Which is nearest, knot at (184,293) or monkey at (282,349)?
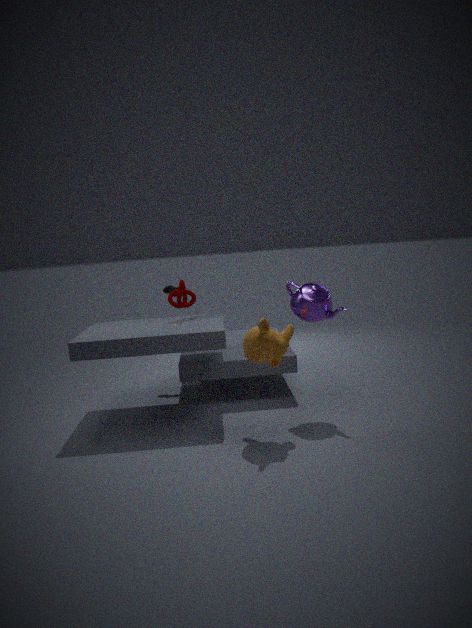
monkey at (282,349)
